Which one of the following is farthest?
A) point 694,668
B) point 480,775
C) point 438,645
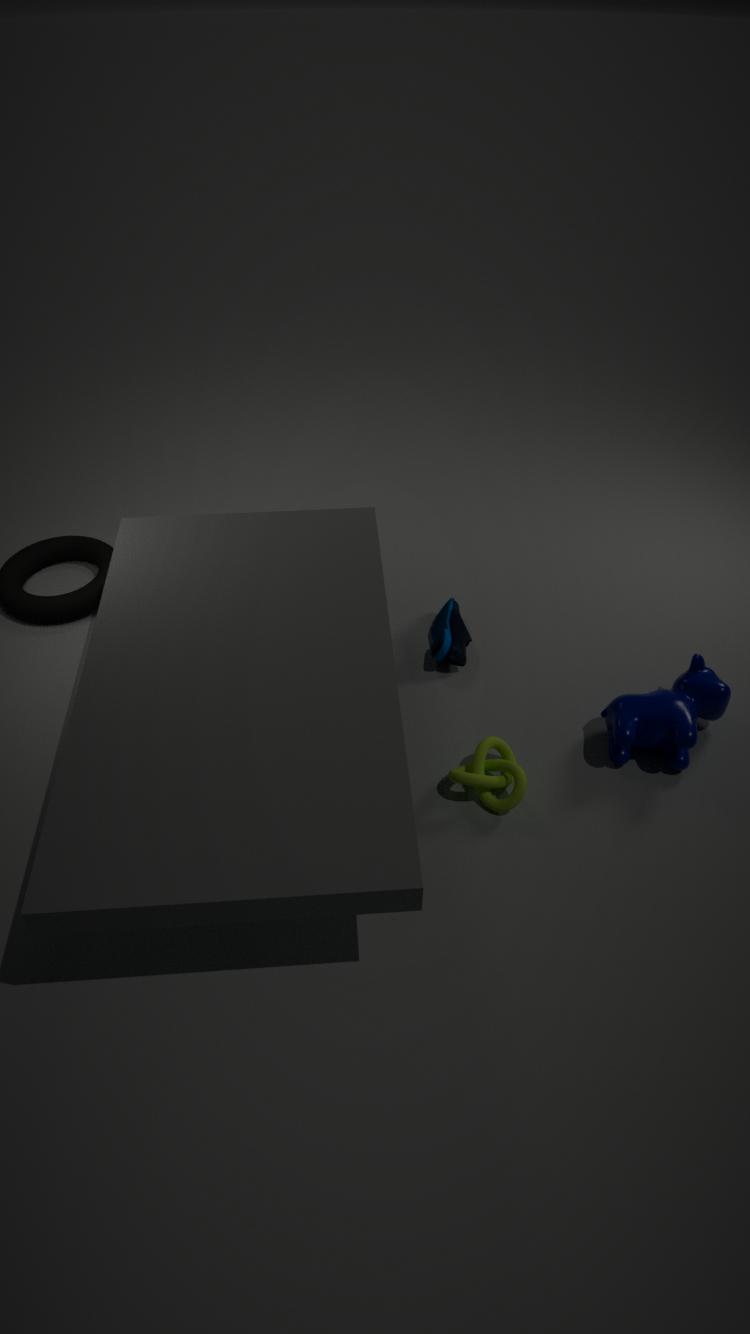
point 438,645
